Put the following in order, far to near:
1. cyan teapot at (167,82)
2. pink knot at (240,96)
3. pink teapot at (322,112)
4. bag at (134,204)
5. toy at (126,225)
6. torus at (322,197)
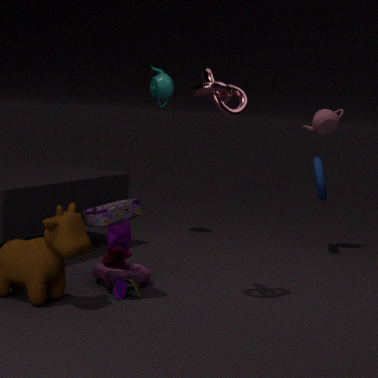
cyan teapot at (167,82) < pink teapot at (322,112) < torus at (322,197) < toy at (126,225) < bag at (134,204) < pink knot at (240,96)
